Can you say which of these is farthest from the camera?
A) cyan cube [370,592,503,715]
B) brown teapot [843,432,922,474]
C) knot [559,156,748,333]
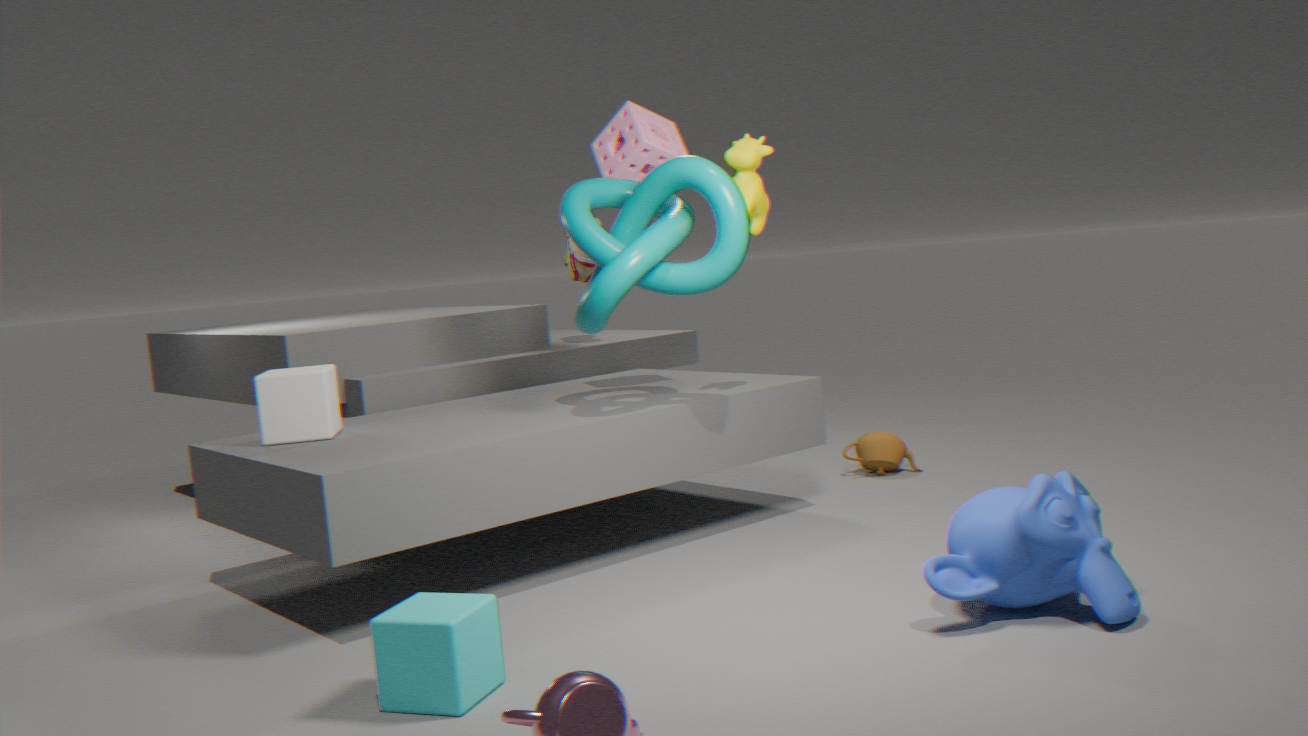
brown teapot [843,432,922,474]
